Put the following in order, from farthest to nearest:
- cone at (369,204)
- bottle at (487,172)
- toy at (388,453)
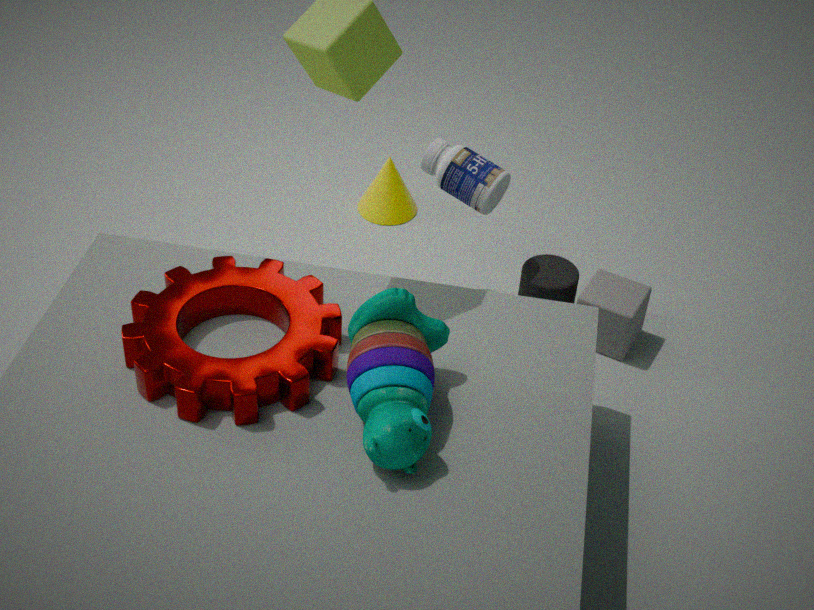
1. cone at (369,204)
2. bottle at (487,172)
3. toy at (388,453)
